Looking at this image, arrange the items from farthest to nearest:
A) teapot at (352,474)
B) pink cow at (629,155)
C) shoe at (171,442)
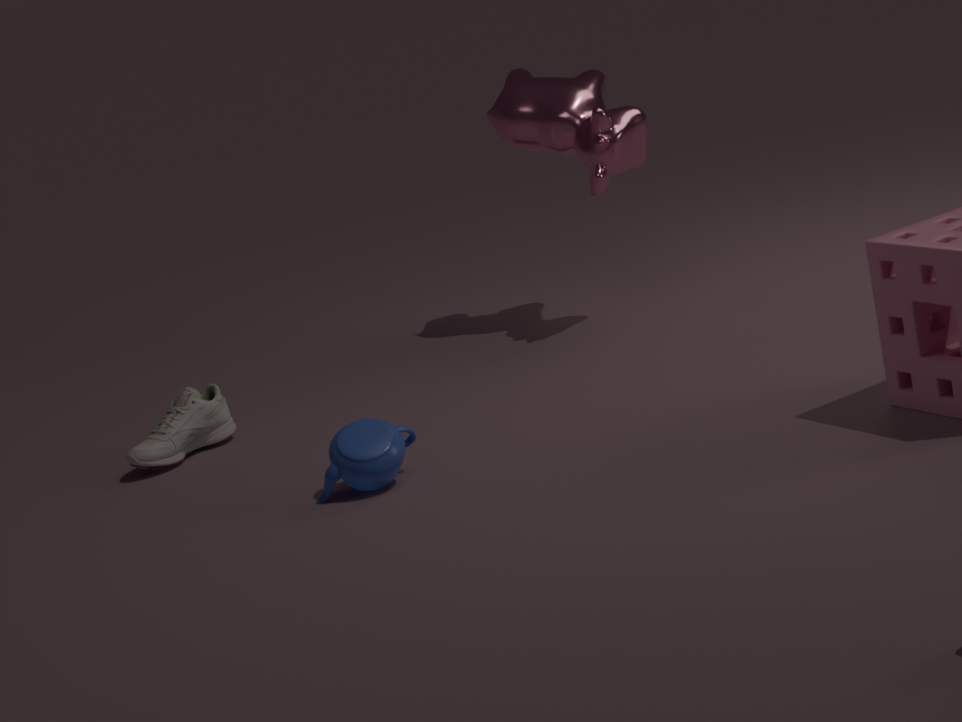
1. pink cow at (629,155)
2. shoe at (171,442)
3. teapot at (352,474)
